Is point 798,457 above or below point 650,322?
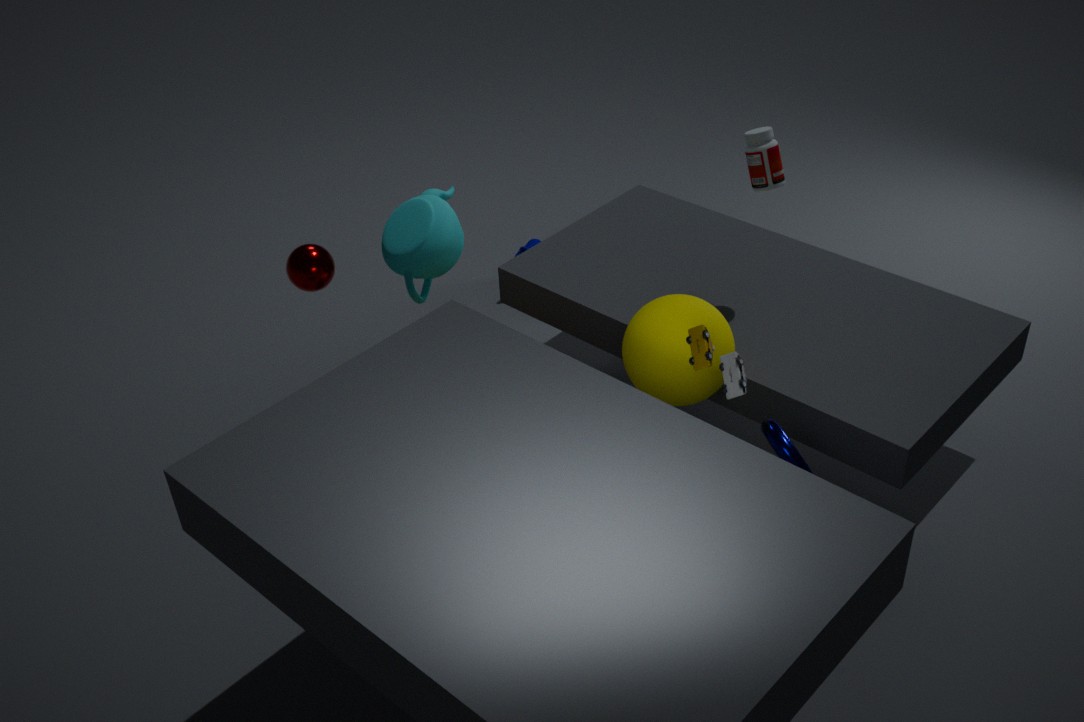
below
